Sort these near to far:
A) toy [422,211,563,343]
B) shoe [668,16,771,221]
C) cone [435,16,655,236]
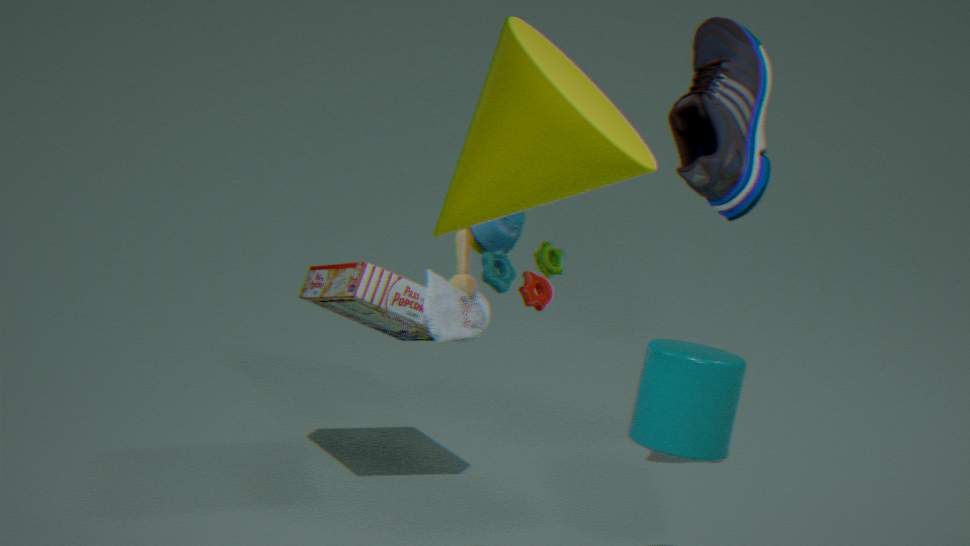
1. cone [435,16,655,236]
2. toy [422,211,563,343]
3. shoe [668,16,771,221]
